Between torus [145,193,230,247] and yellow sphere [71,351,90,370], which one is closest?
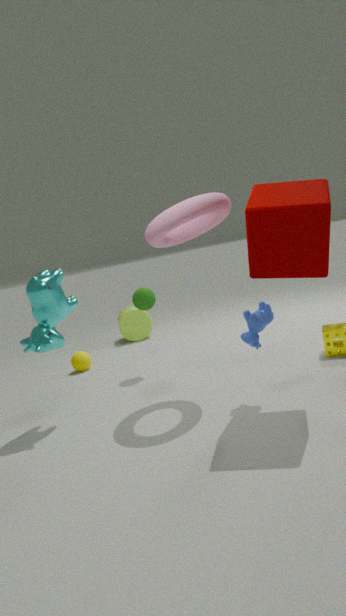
torus [145,193,230,247]
